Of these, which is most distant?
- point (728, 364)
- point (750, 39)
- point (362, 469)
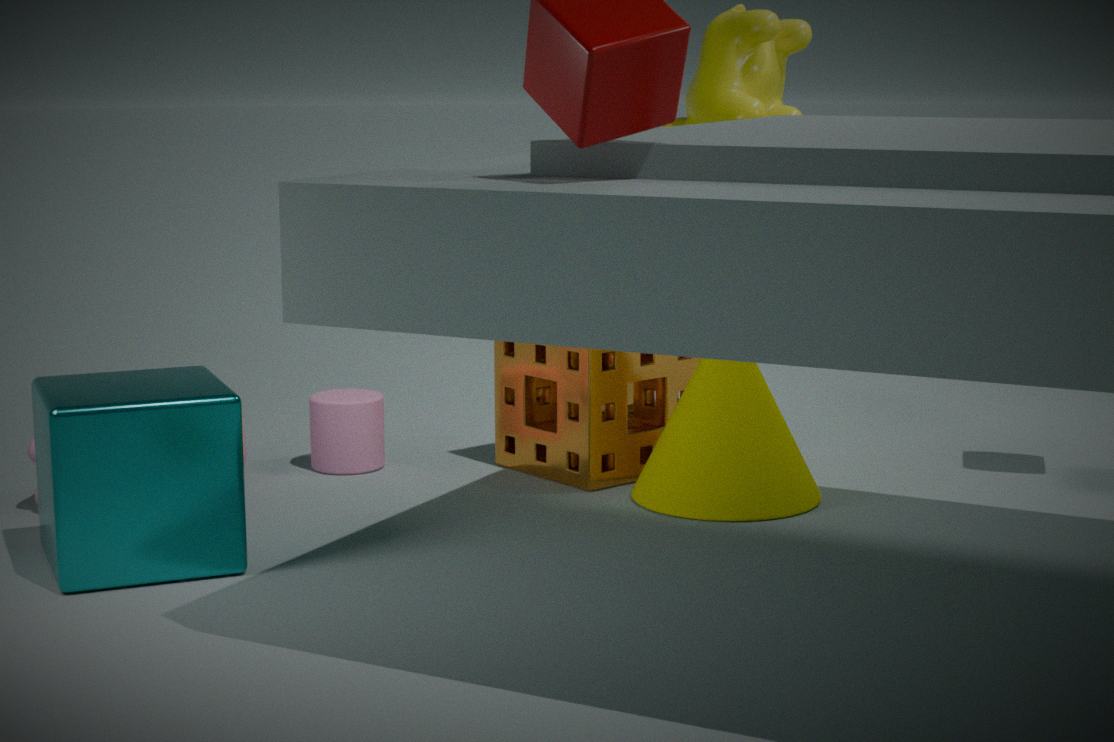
point (362, 469)
